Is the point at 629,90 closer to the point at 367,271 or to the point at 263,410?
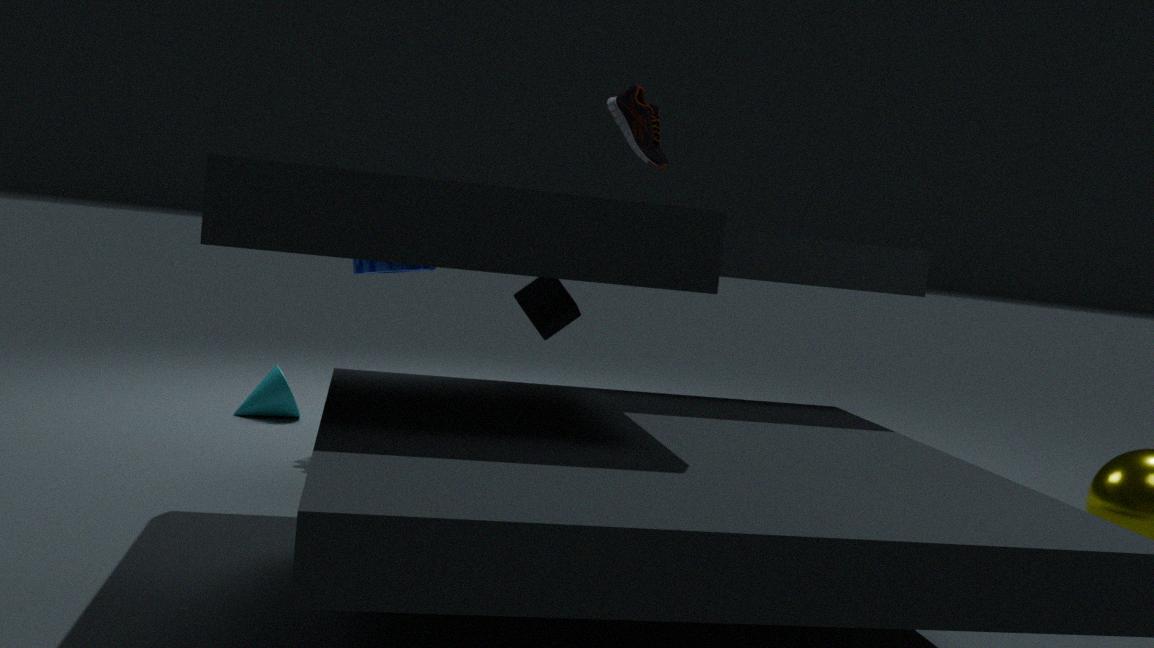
the point at 367,271
